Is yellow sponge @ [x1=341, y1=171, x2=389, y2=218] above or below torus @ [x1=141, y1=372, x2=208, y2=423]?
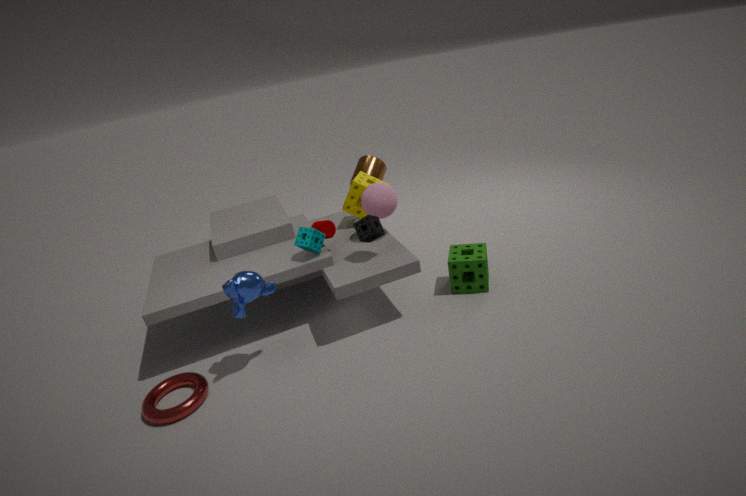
above
